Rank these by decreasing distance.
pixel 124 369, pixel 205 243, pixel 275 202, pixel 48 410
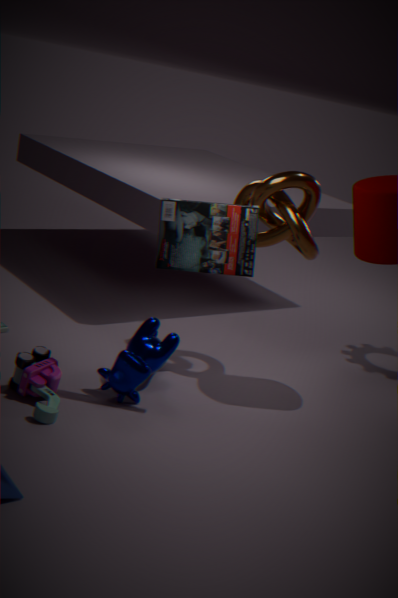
pixel 275 202 → pixel 124 369 → pixel 205 243 → pixel 48 410
